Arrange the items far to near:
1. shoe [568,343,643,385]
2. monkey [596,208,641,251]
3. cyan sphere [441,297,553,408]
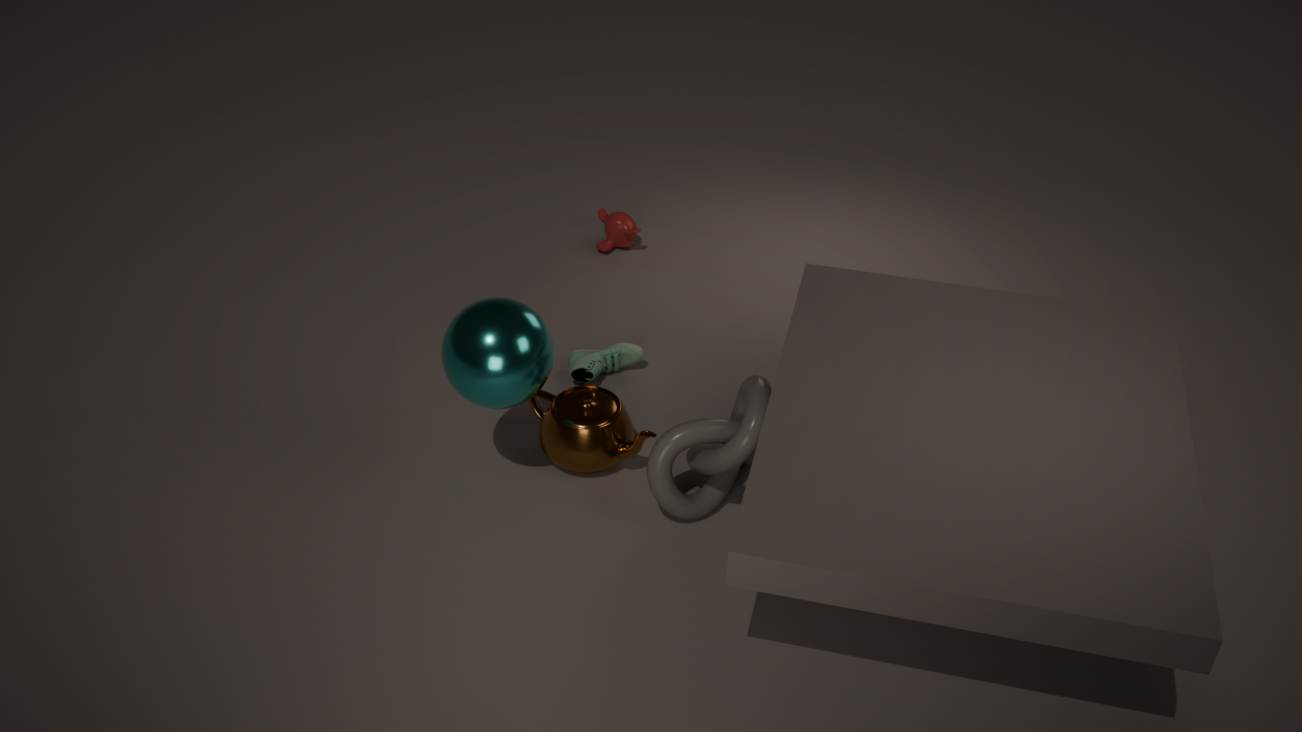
monkey [596,208,641,251] < shoe [568,343,643,385] < cyan sphere [441,297,553,408]
